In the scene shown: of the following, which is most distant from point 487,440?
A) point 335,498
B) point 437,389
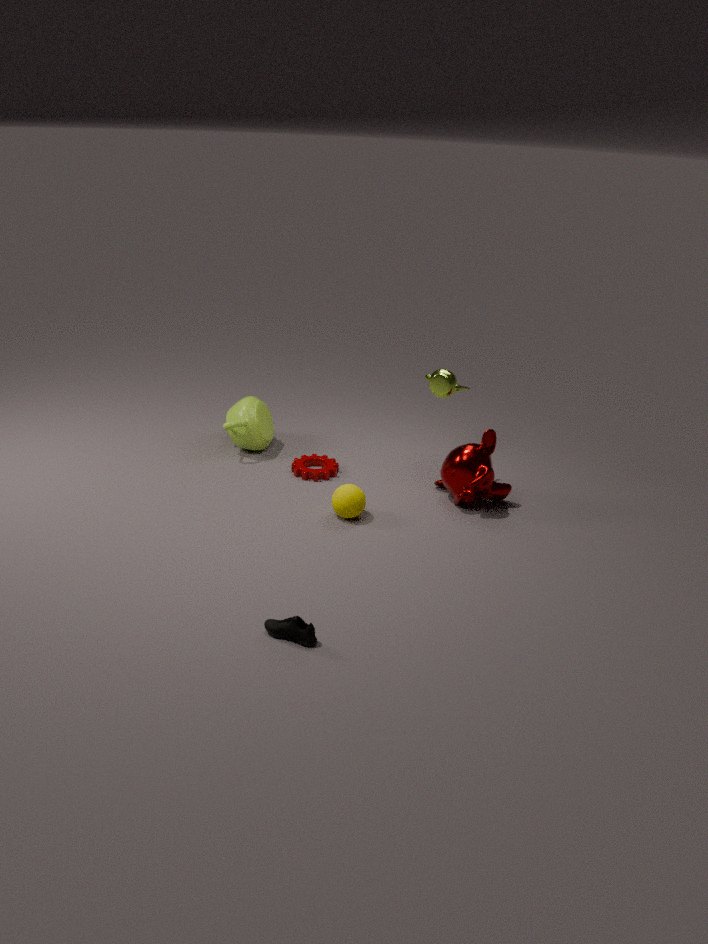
point 335,498
